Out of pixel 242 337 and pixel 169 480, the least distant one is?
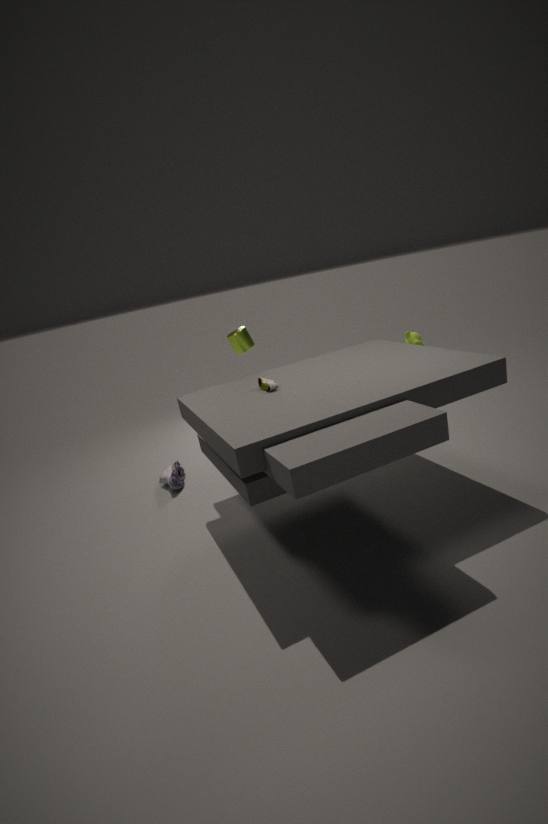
pixel 169 480
